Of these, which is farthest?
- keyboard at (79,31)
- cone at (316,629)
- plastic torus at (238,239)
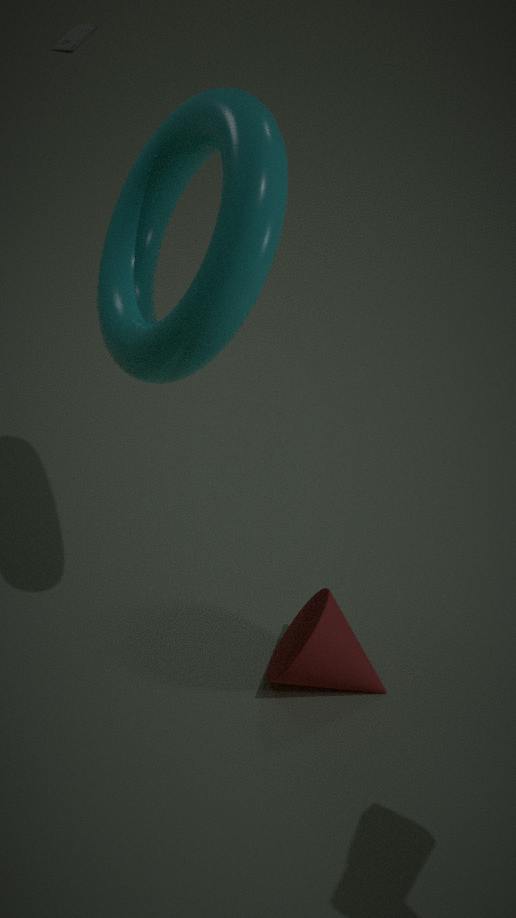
keyboard at (79,31)
